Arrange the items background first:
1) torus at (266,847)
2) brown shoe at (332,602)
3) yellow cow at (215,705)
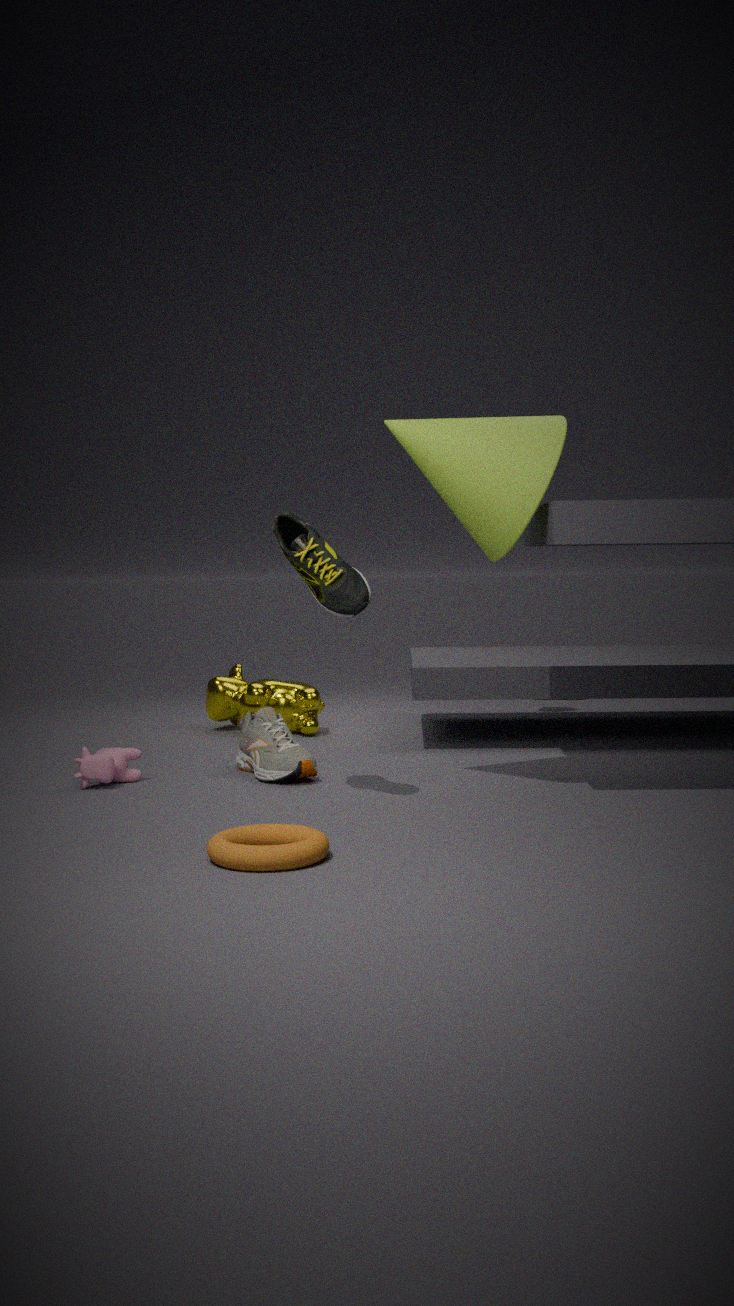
3. yellow cow at (215,705), 2. brown shoe at (332,602), 1. torus at (266,847)
